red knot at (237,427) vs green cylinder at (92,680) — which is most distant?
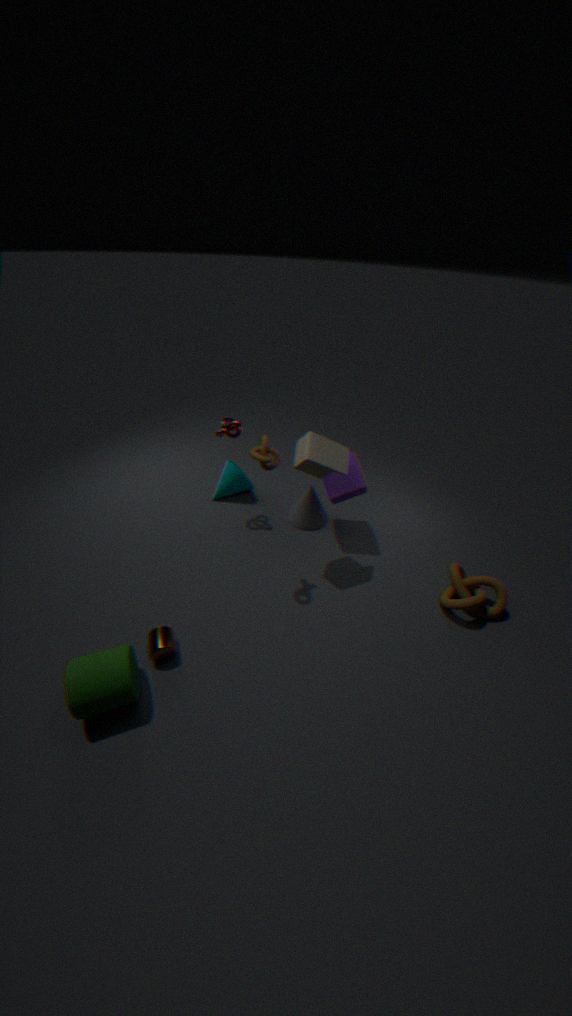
red knot at (237,427)
